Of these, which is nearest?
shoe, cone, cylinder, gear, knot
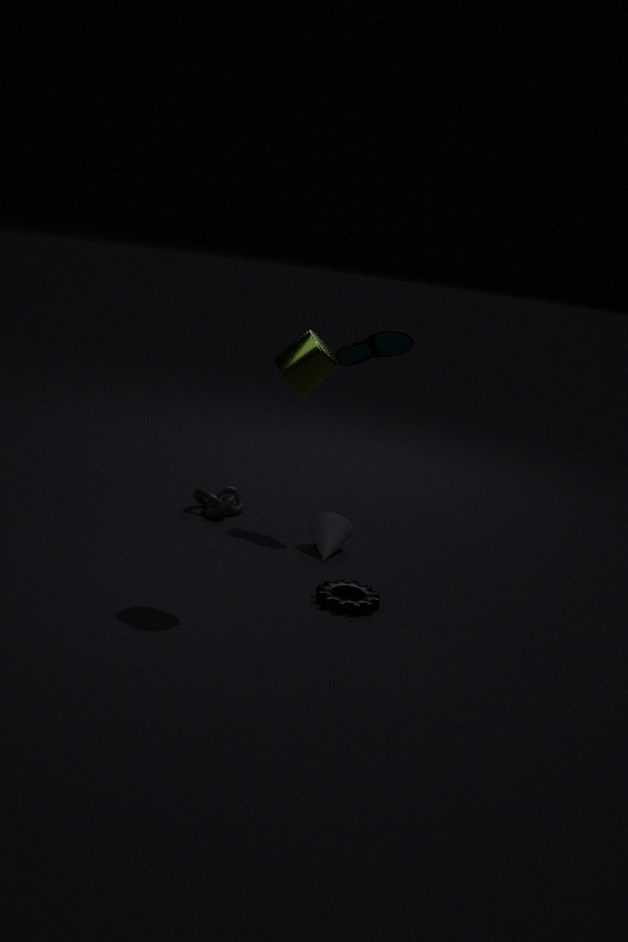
cylinder
